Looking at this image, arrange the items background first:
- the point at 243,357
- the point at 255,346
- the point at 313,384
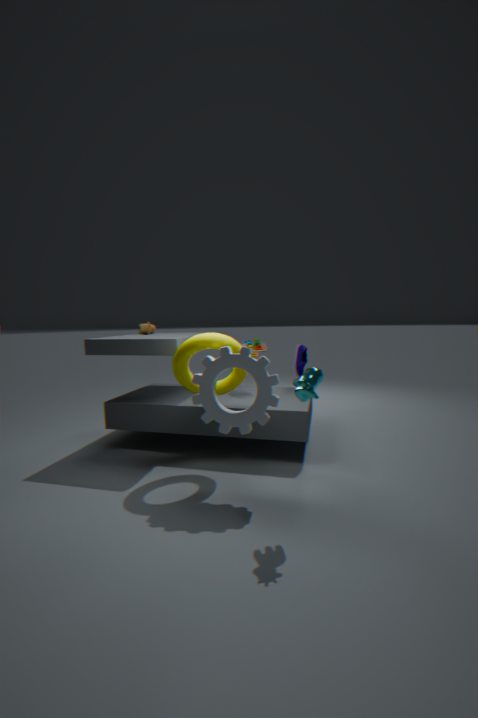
the point at 255,346, the point at 243,357, the point at 313,384
